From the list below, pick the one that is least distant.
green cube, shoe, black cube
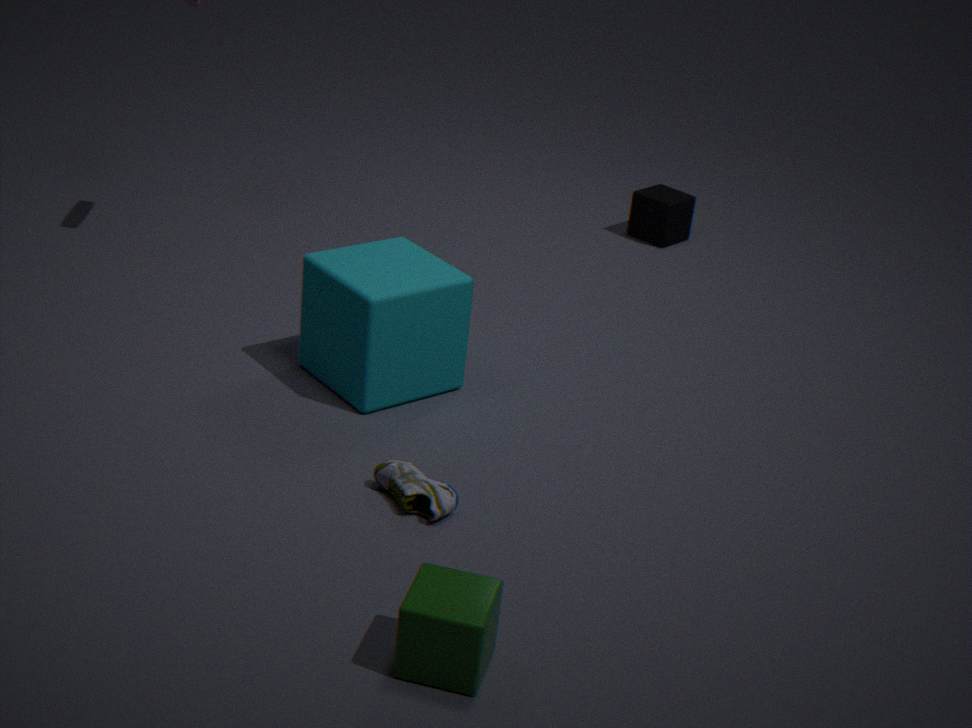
green cube
